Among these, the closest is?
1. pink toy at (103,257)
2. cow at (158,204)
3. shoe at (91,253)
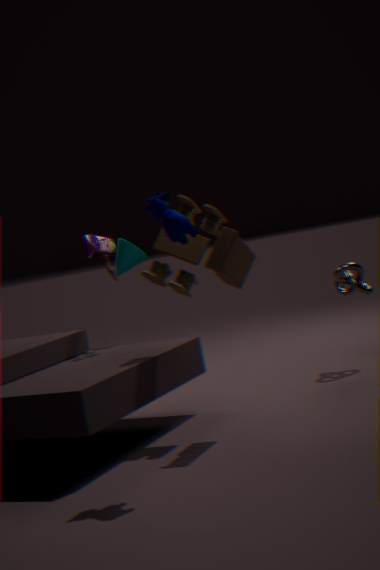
cow at (158,204)
